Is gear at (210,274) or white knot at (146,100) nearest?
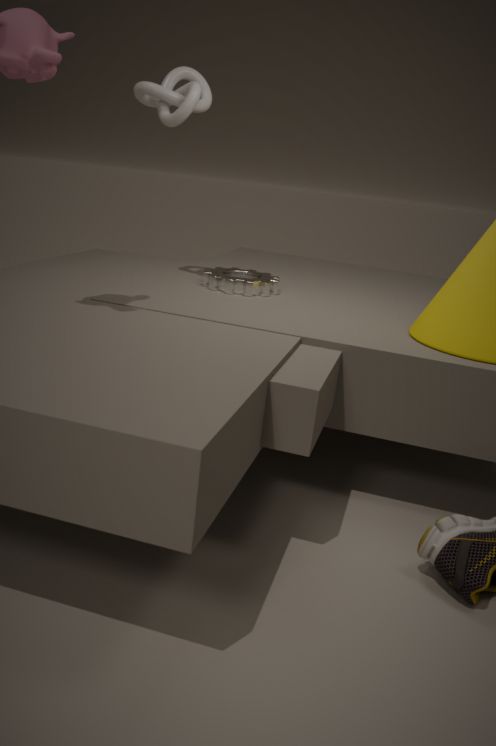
white knot at (146,100)
